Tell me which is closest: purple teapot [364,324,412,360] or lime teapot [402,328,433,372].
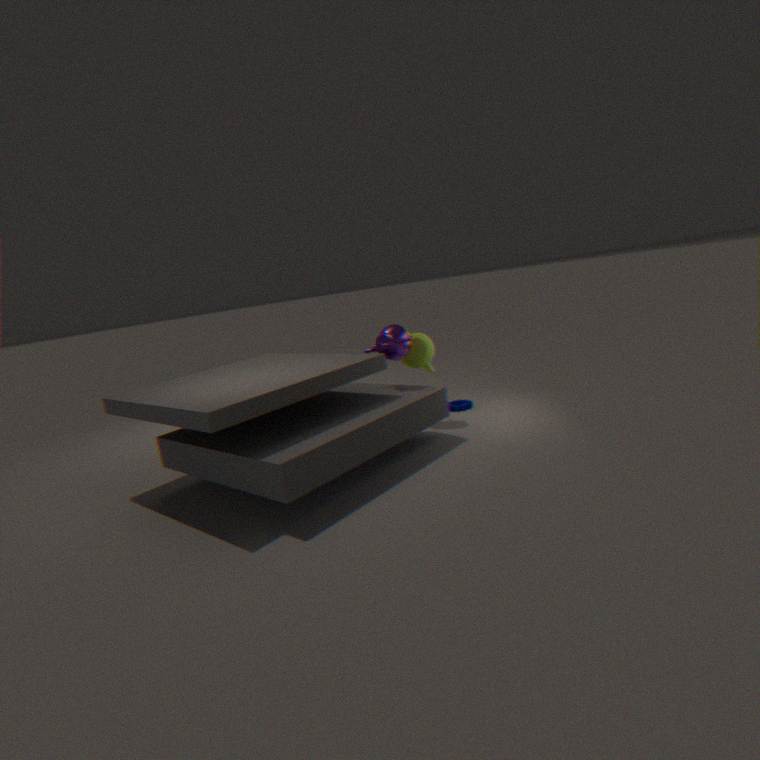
purple teapot [364,324,412,360]
